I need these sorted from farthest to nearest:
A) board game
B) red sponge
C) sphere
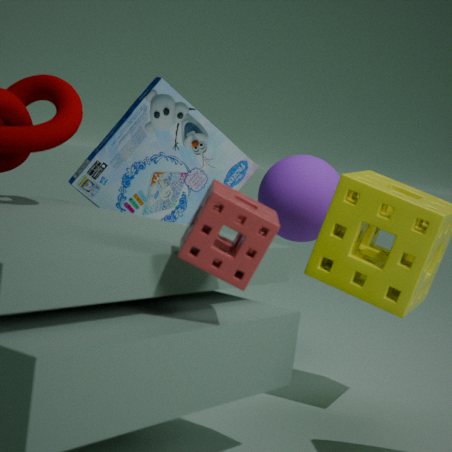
sphere, board game, red sponge
